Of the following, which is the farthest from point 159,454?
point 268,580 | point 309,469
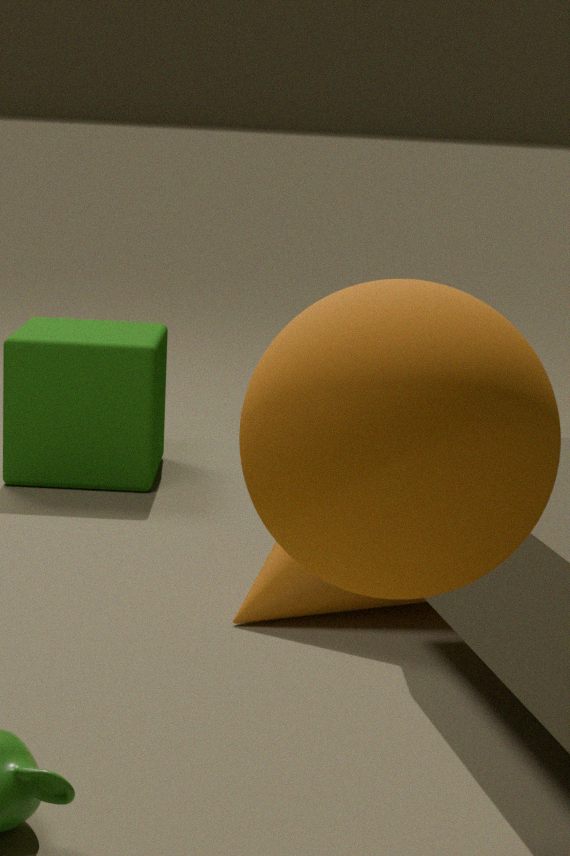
point 309,469
